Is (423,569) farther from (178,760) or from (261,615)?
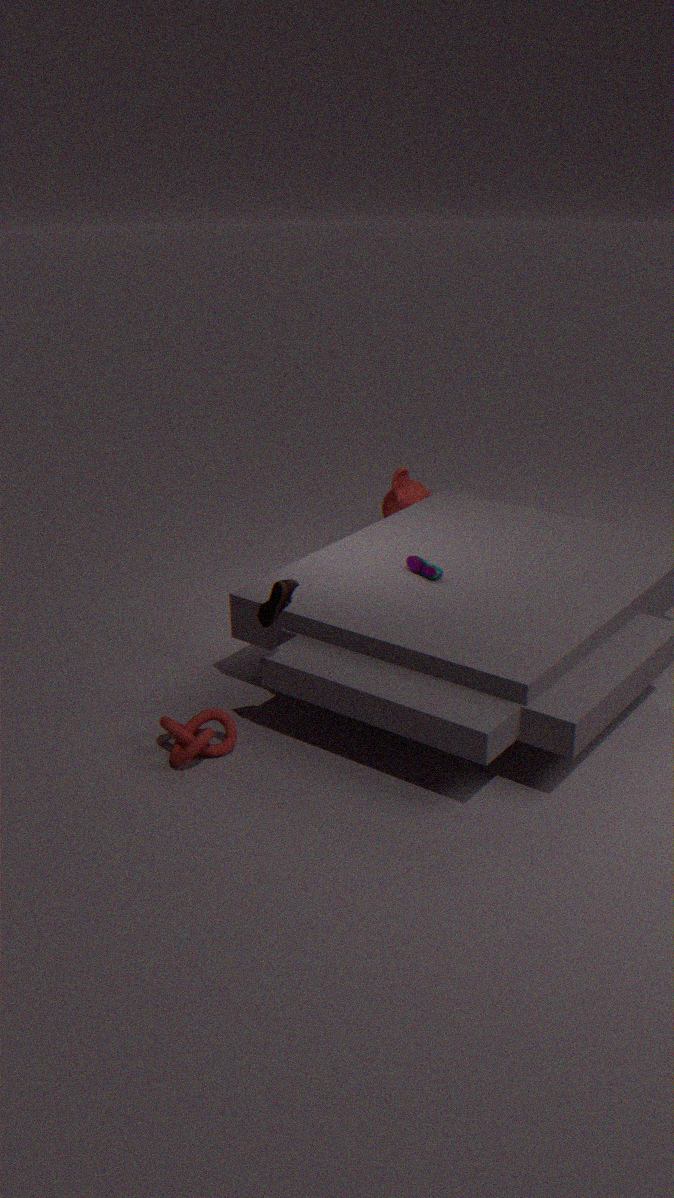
(178,760)
